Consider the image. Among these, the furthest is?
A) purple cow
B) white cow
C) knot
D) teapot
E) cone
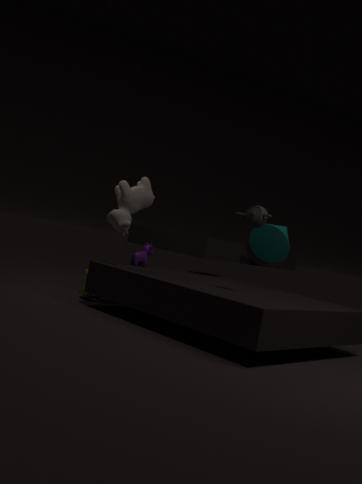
cone
